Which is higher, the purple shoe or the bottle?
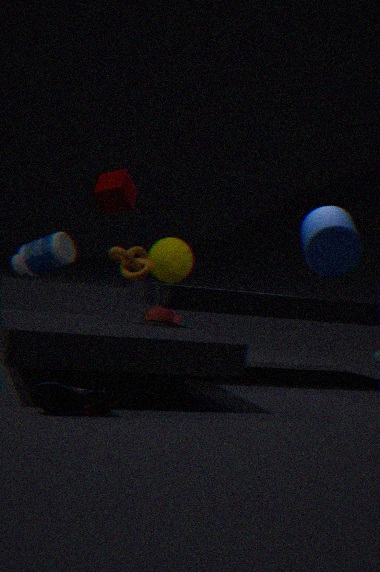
the bottle
